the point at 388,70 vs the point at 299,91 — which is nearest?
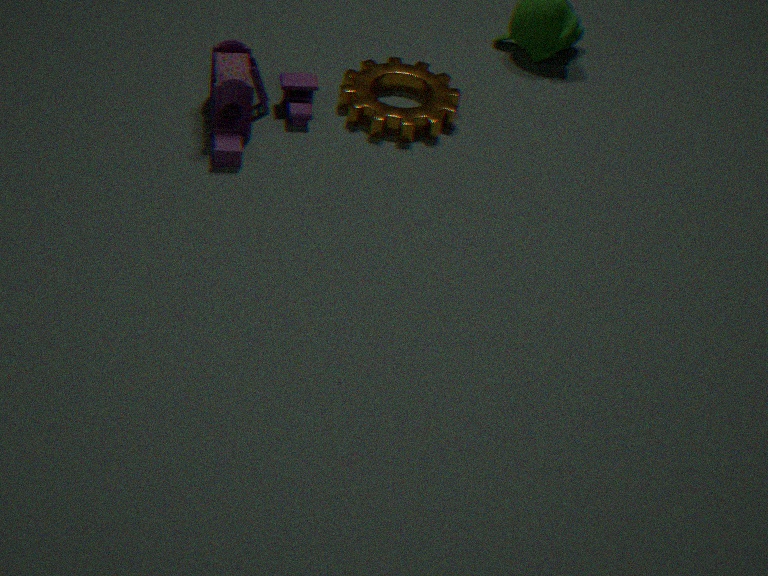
the point at 299,91
